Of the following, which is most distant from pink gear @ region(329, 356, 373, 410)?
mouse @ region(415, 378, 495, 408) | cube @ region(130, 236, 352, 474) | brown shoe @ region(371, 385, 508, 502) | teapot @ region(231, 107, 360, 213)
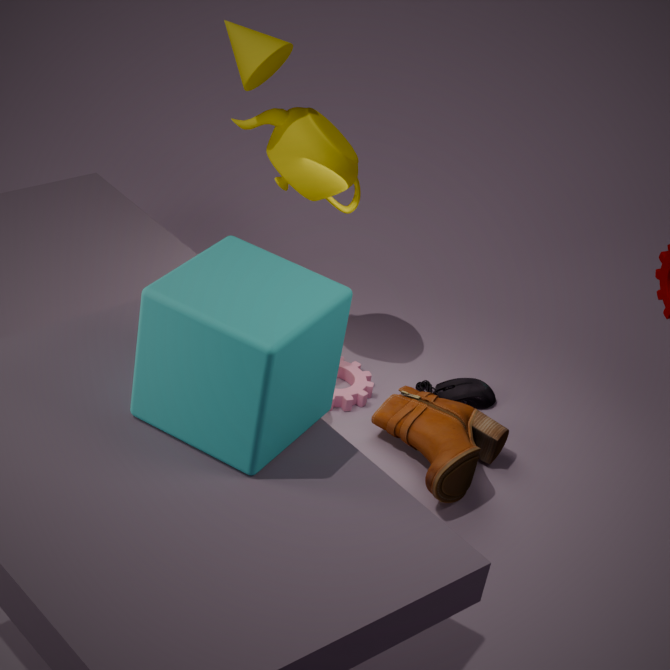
cube @ region(130, 236, 352, 474)
